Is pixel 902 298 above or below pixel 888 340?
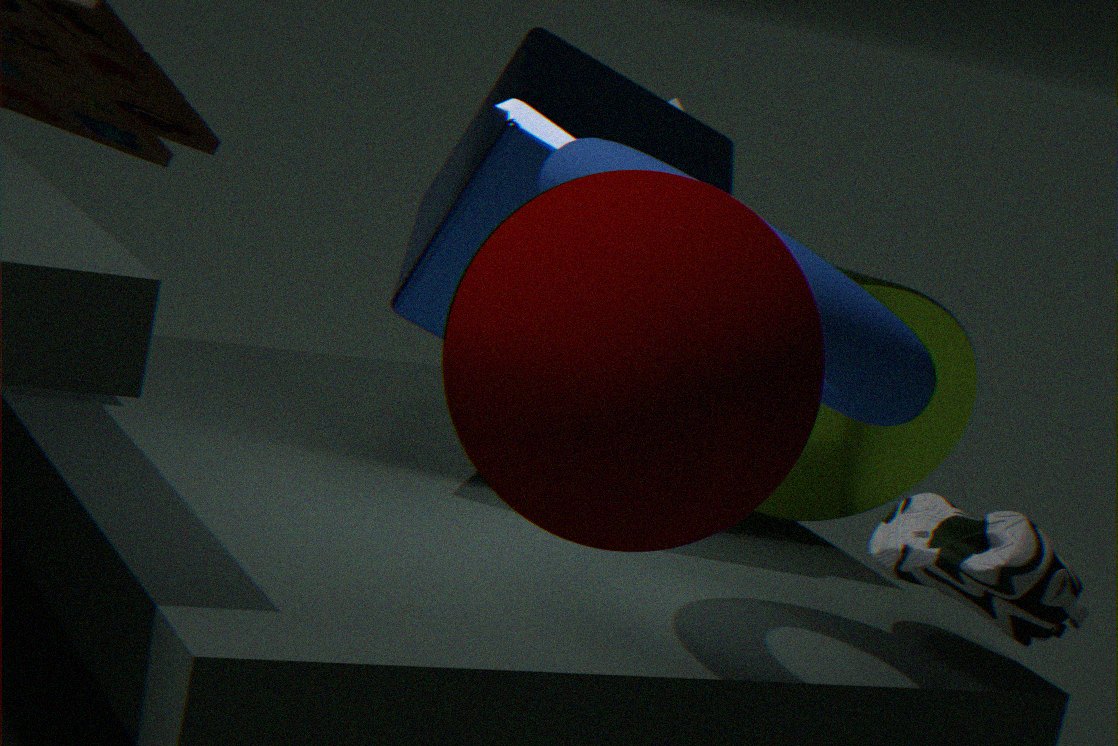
below
